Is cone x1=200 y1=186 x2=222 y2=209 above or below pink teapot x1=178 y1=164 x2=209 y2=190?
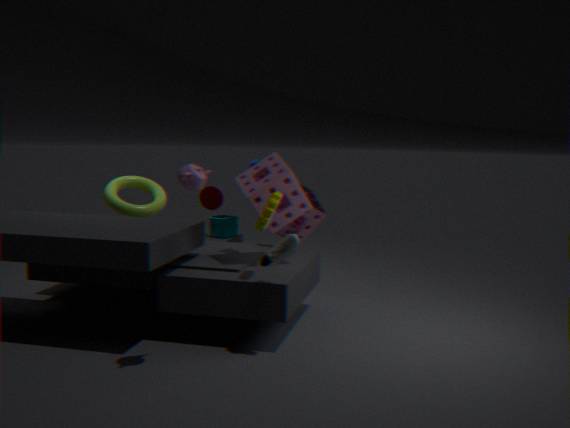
below
